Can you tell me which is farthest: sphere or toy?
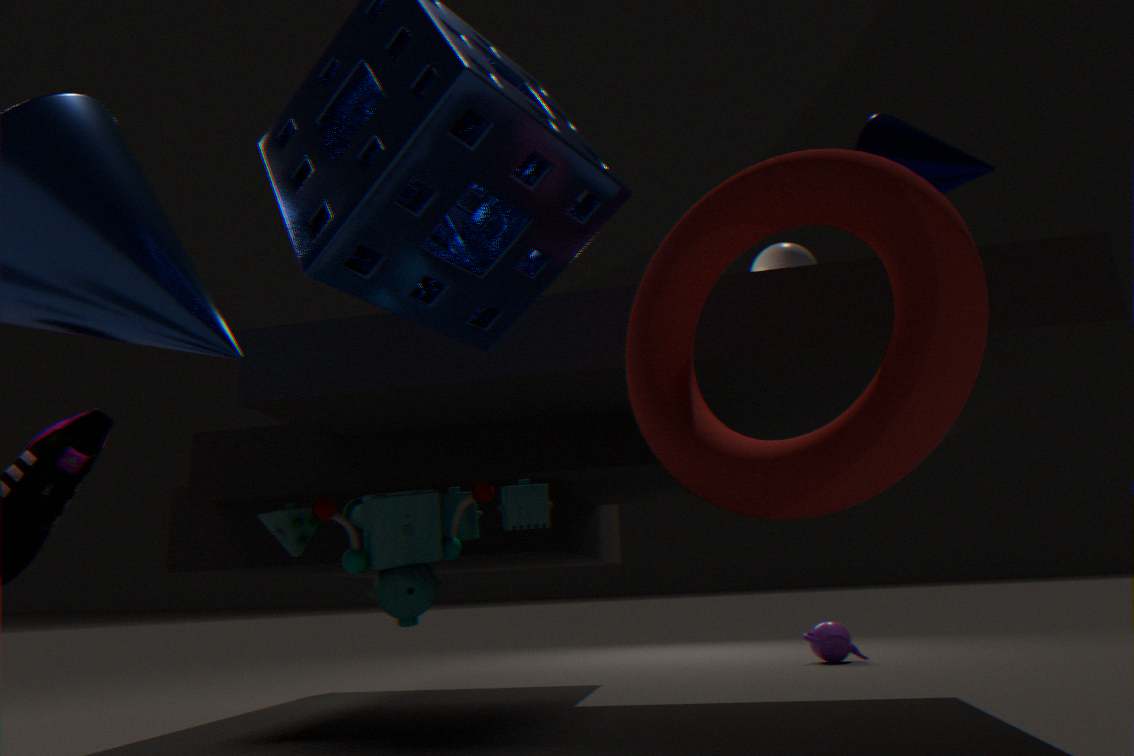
sphere
